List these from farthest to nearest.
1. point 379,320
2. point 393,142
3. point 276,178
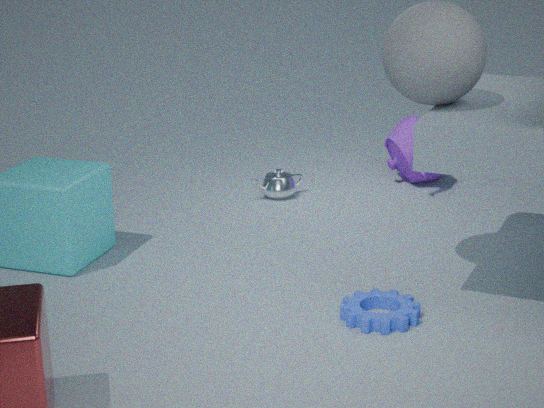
point 393,142 < point 276,178 < point 379,320
